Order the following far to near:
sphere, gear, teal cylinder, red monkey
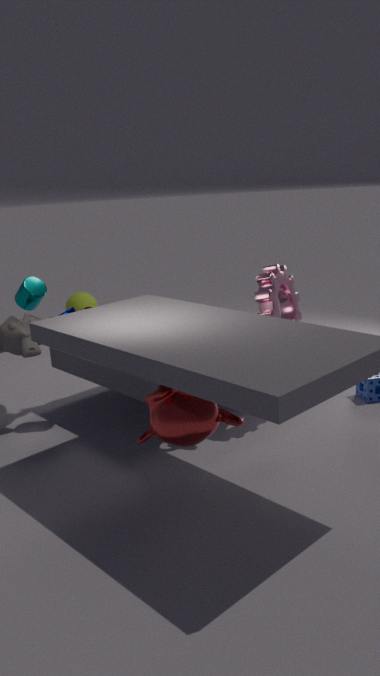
sphere, teal cylinder, gear, red monkey
